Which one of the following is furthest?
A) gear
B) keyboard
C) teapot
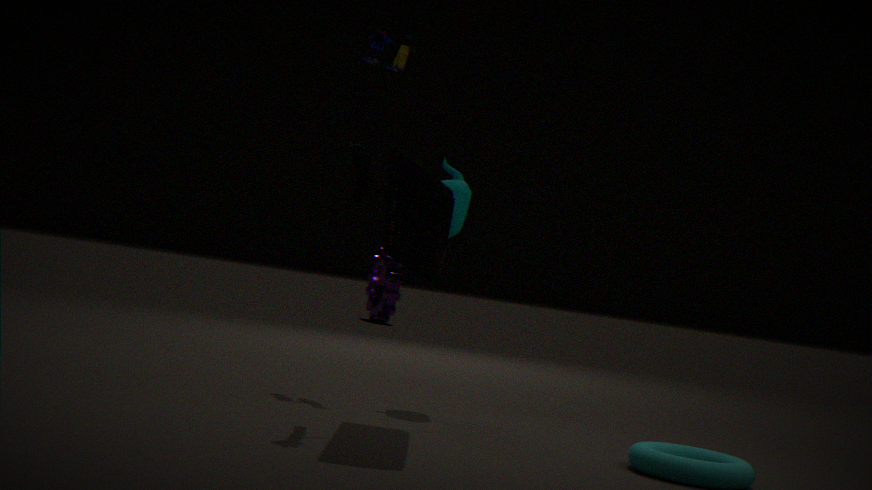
gear
